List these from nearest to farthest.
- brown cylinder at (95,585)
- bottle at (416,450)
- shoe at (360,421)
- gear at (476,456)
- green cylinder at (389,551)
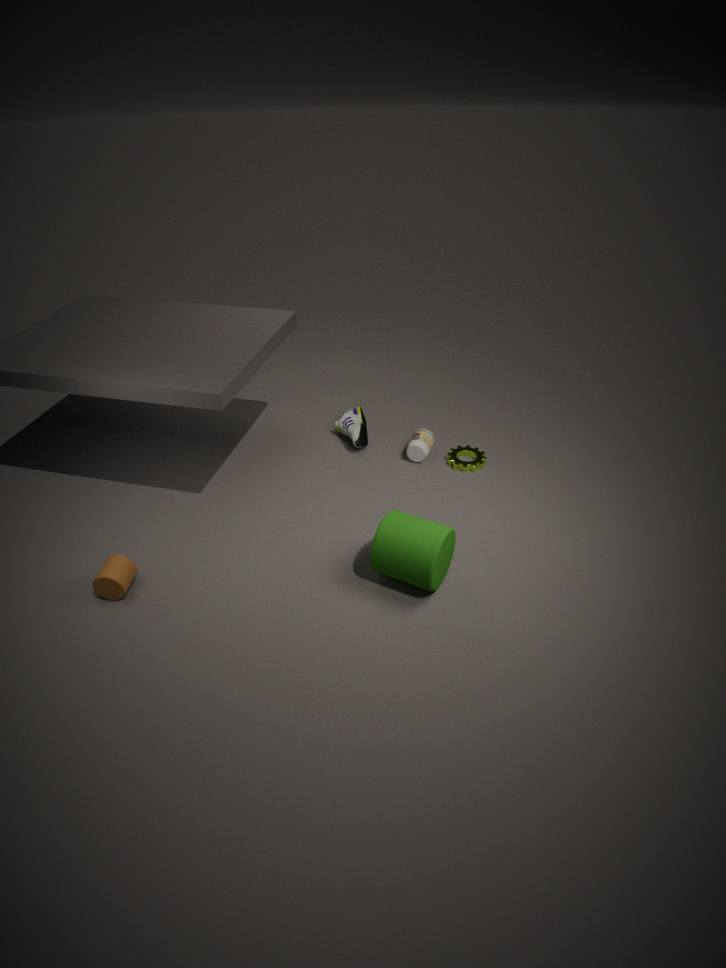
green cylinder at (389,551) < brown cylinder at (95,585) < gear at (476,456) < bottle at (416,450) < shoe at (360,421)
